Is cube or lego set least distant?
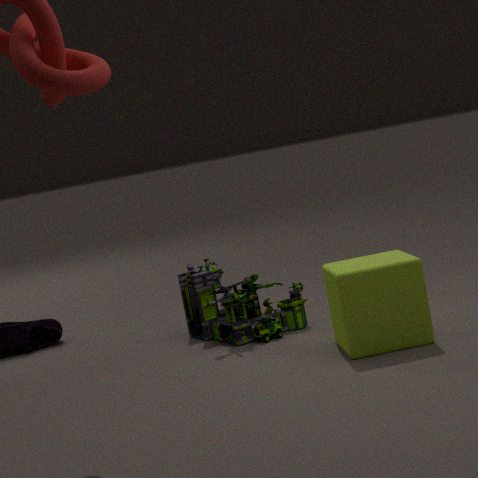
cube
